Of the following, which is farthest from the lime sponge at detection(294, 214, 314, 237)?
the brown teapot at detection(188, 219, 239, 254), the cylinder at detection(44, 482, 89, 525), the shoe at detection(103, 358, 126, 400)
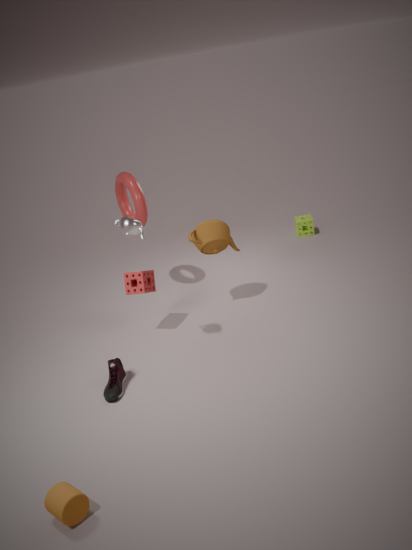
the cylinder at detection(44, 482, 89, 525)
